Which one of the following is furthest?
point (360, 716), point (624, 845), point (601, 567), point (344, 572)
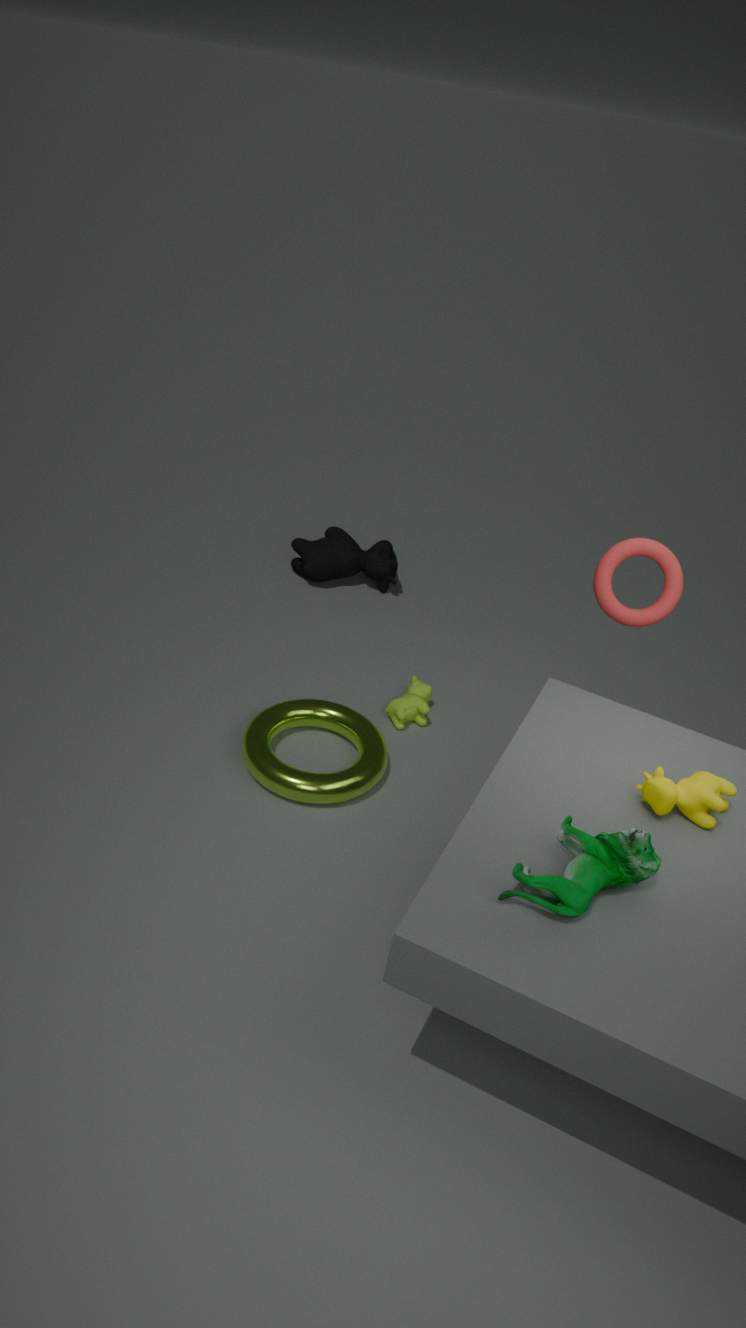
point (344, 572)
